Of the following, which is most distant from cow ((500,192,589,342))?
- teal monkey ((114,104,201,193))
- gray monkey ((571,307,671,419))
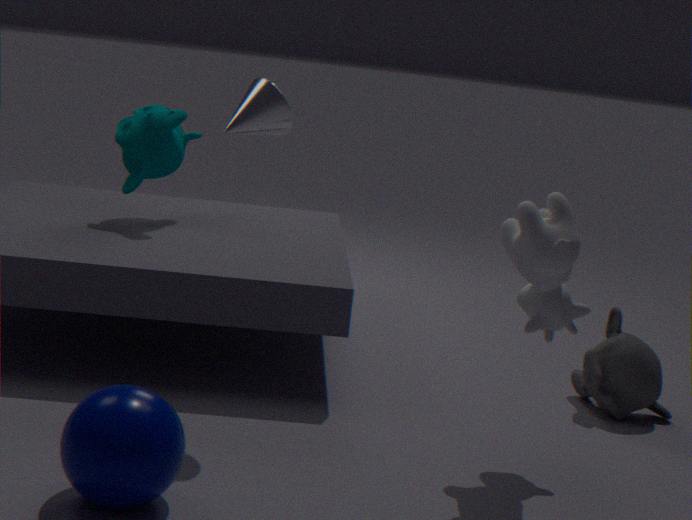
teal monkey ((114,104,201,193))
